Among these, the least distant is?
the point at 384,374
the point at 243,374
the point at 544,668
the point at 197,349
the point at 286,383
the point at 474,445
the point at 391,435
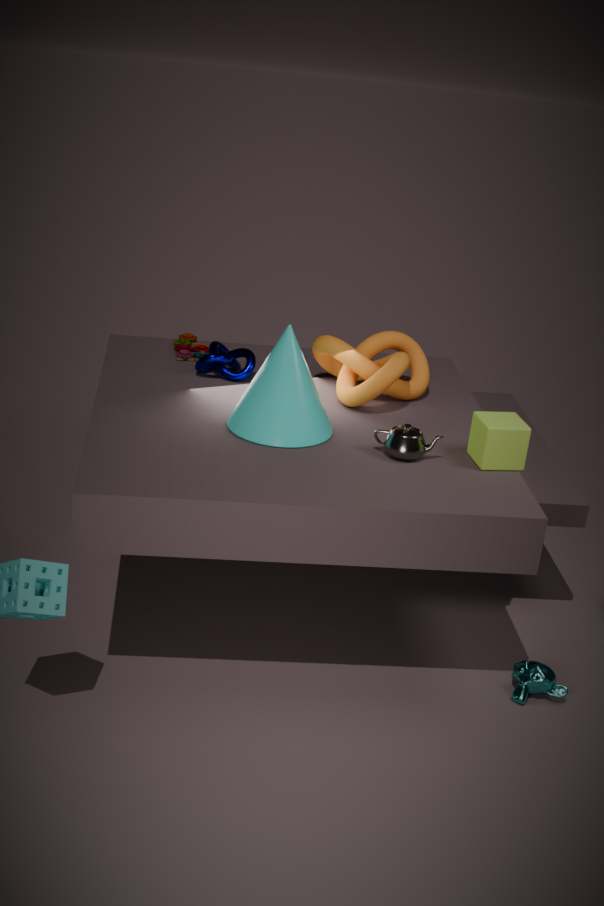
the point at 391,435
